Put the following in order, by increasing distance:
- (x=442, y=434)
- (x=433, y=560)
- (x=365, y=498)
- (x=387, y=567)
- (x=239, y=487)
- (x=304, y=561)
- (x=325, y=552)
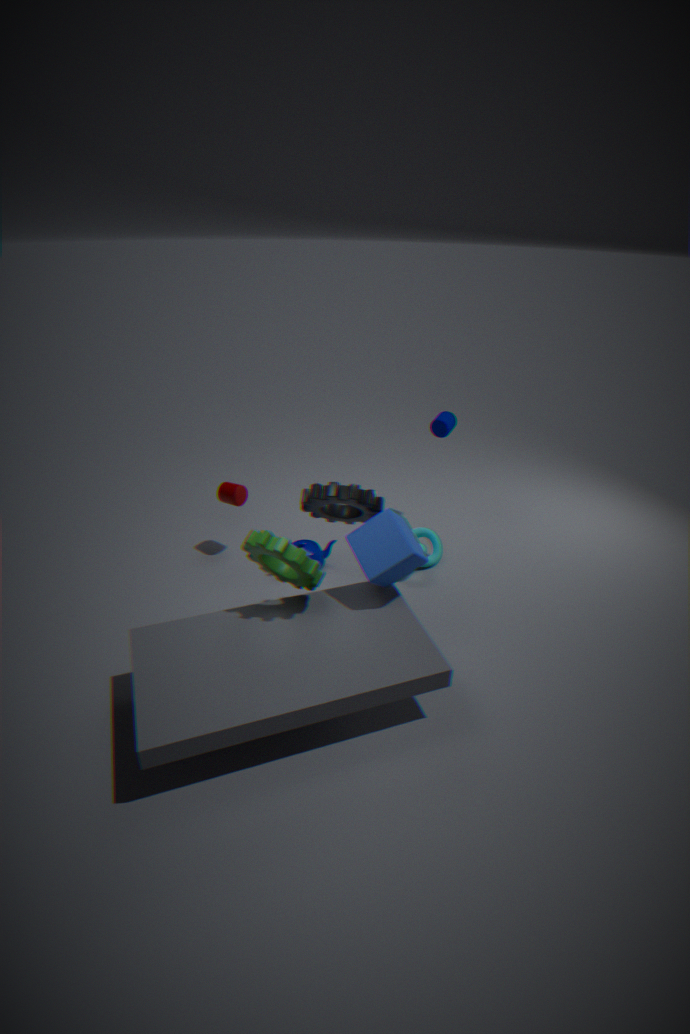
(x=304, y=561), (x=387, y=567), (x=365, y=498), (x=239, y=487), (x=325, y=552), (x=433, y=560), (x=442, y=434)
